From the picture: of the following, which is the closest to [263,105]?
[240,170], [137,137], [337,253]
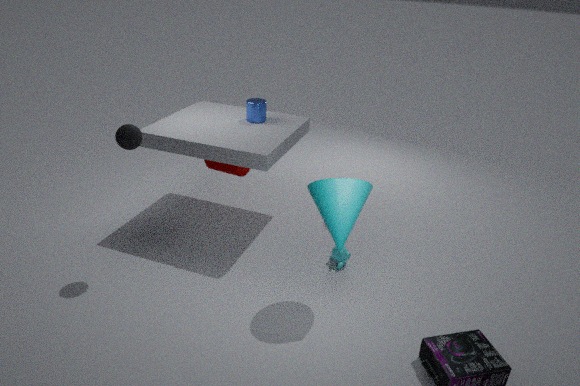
[240,170]
